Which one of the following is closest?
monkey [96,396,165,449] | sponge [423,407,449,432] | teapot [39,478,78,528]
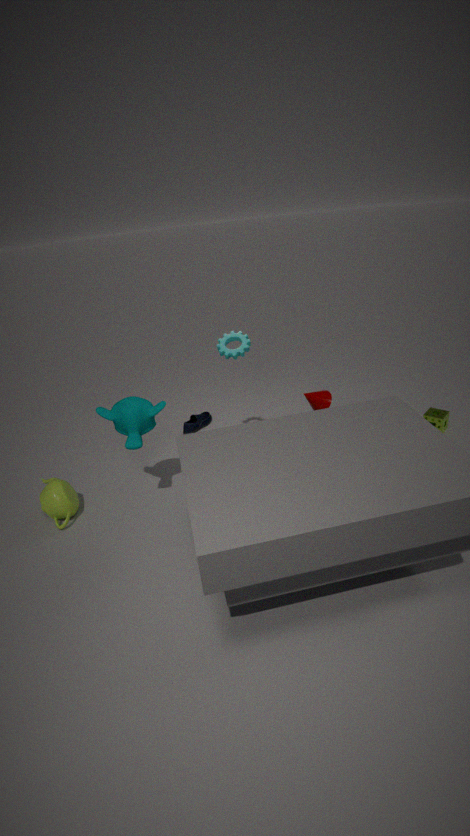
monkey [96,396,165,449]
